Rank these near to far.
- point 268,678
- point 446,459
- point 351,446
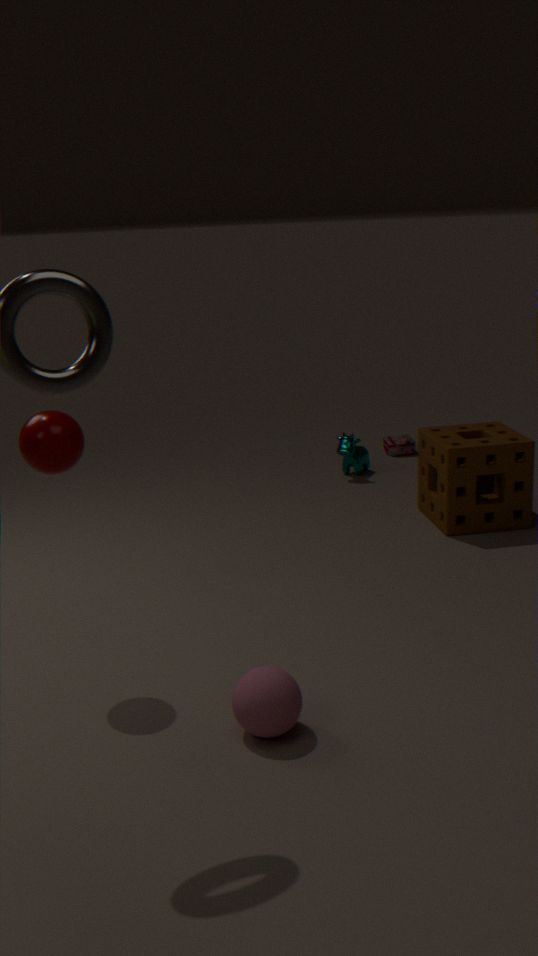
point 268,678, point 446,459, point 351,446
